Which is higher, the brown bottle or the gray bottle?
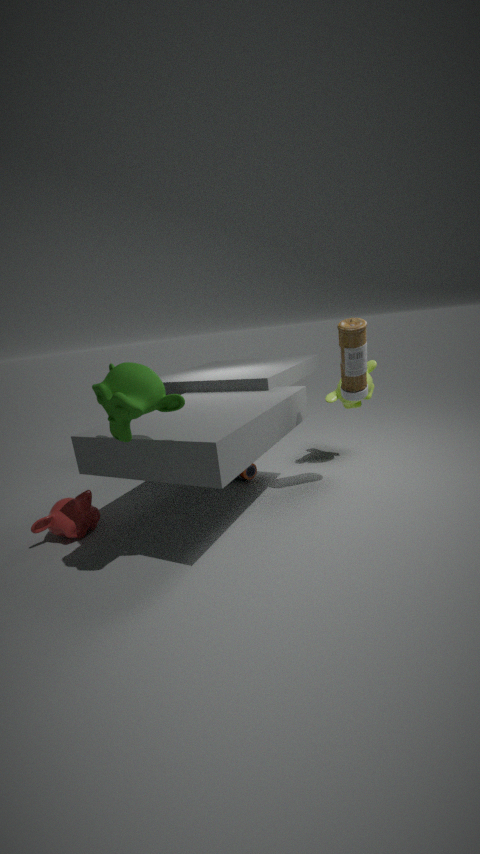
the gray bottle
